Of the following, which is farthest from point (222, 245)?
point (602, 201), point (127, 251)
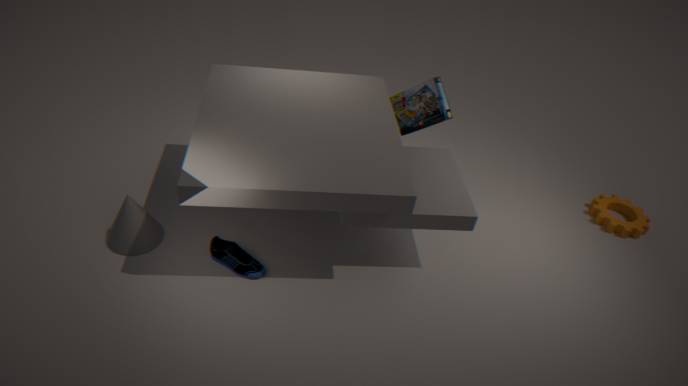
point (602, 201)
